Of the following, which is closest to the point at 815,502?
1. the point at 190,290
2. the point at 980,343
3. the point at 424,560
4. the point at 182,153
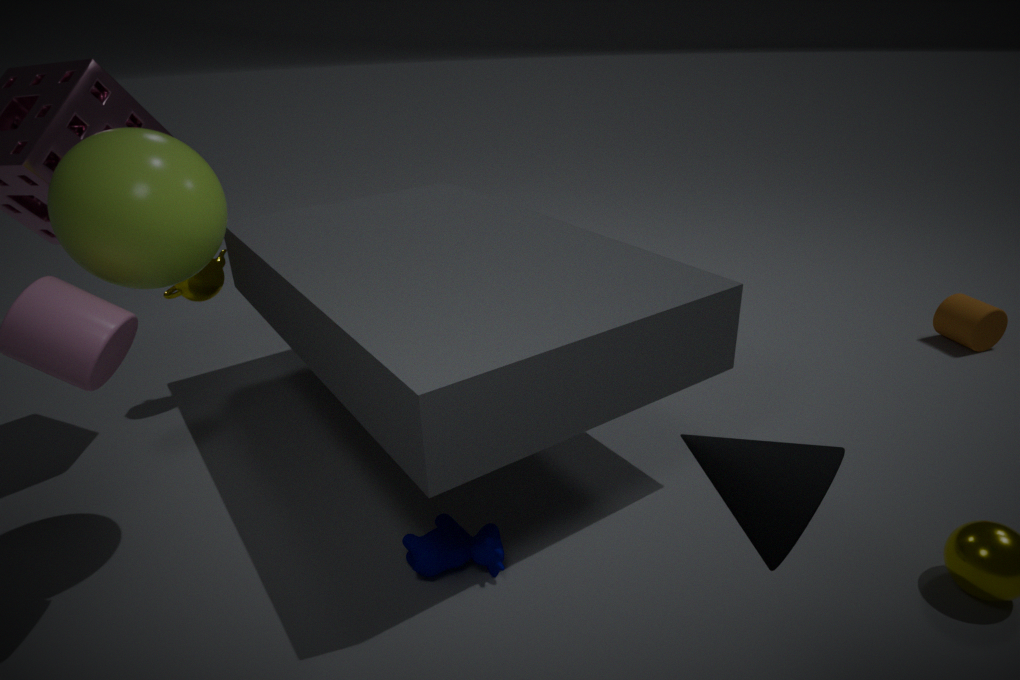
the point at 424,560
